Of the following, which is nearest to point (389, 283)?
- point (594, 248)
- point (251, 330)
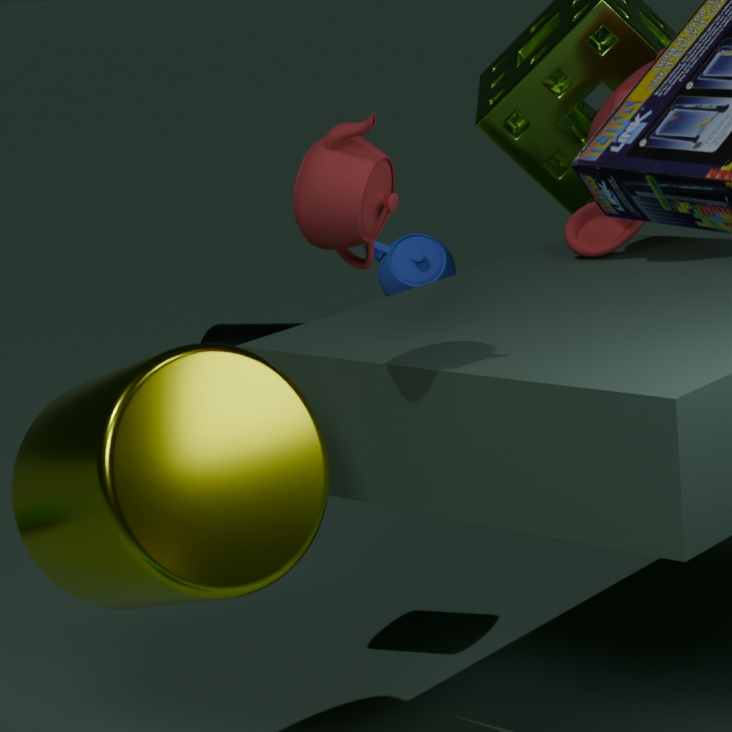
point (251, 330)
